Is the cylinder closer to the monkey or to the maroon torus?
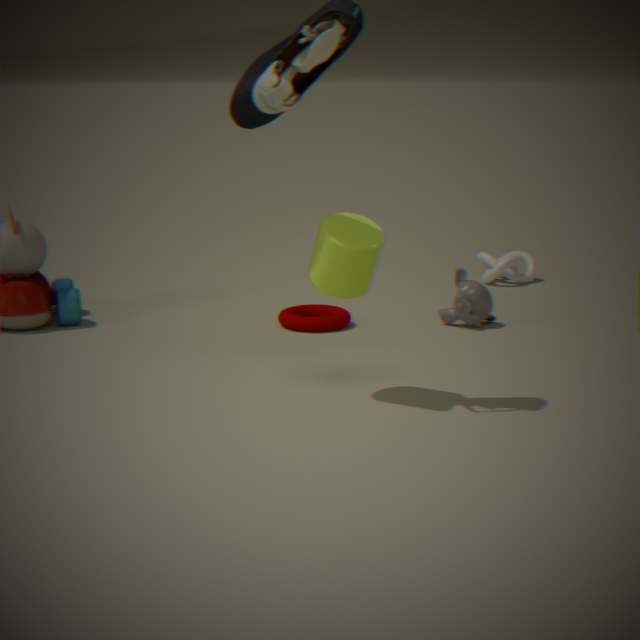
the maroon torus
